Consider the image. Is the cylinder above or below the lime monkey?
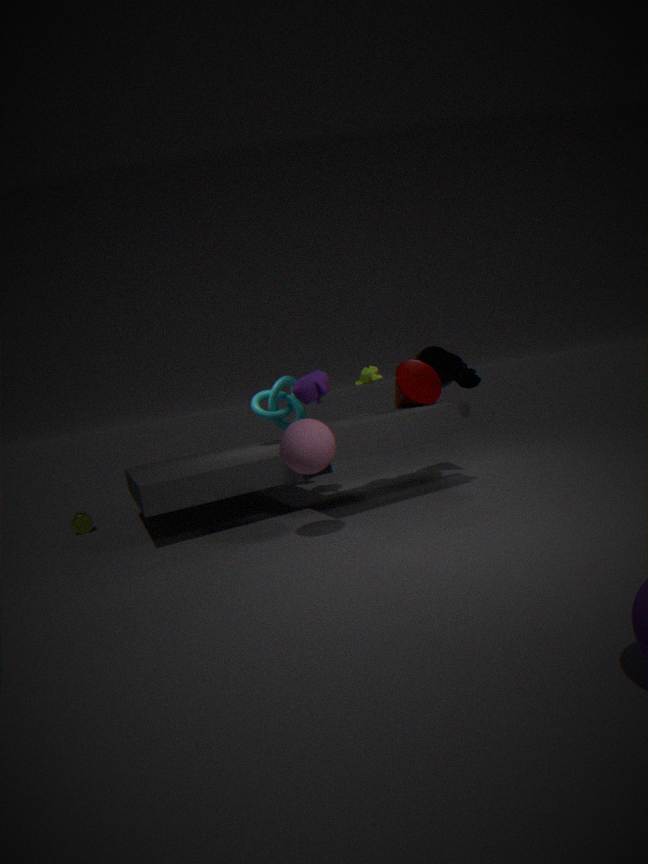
below
